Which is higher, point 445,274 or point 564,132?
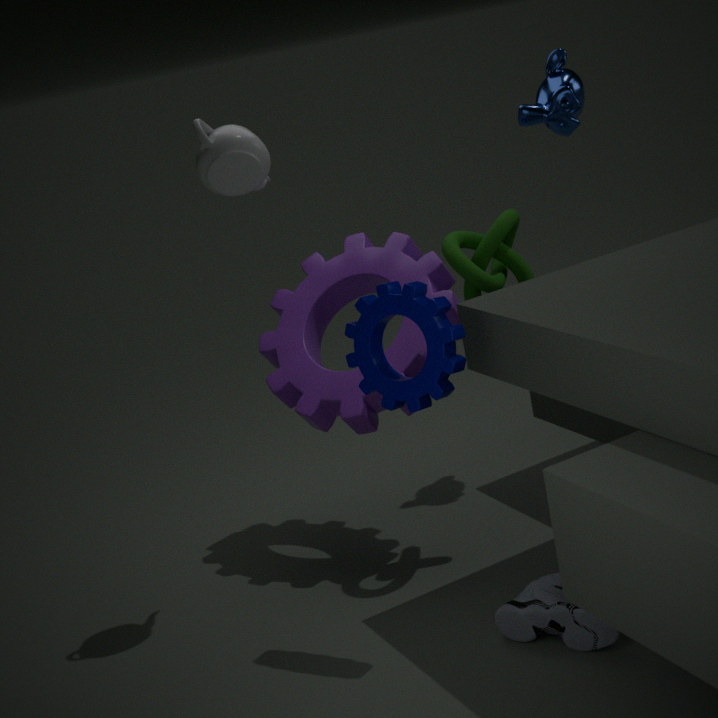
point 564,132
